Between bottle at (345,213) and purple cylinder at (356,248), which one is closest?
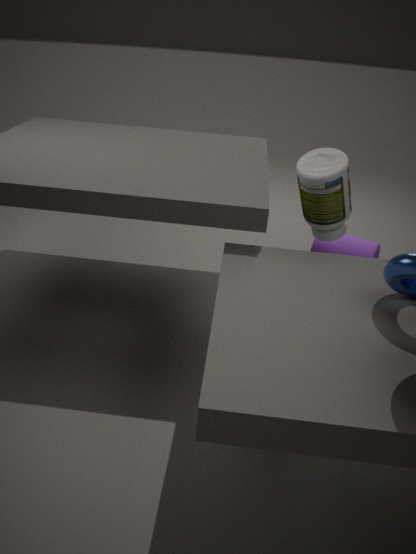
bottle at (345,213)
